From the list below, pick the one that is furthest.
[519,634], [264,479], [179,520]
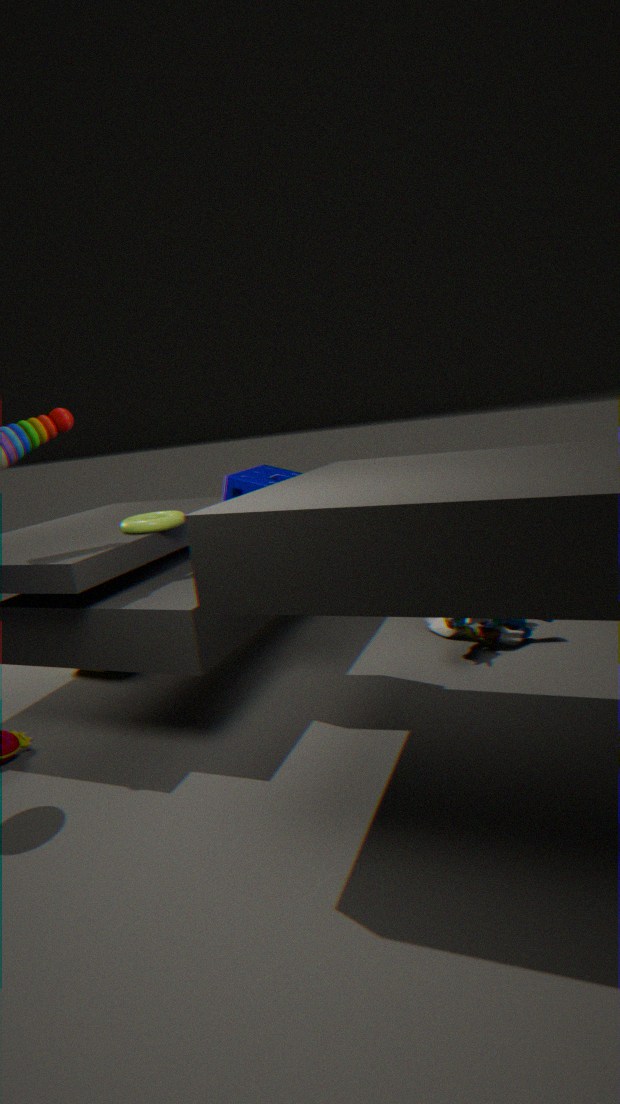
[519,634]
